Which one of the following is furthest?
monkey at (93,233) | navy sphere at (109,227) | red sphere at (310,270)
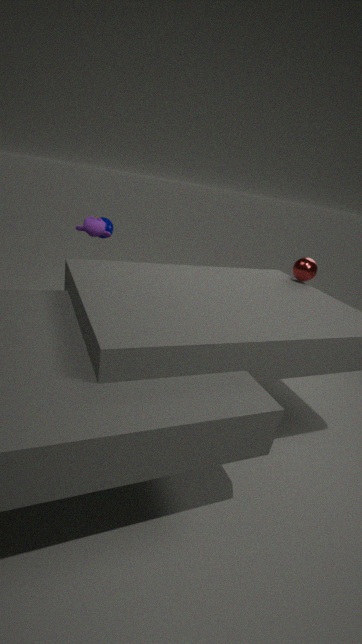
navy sphere at (109,227)
